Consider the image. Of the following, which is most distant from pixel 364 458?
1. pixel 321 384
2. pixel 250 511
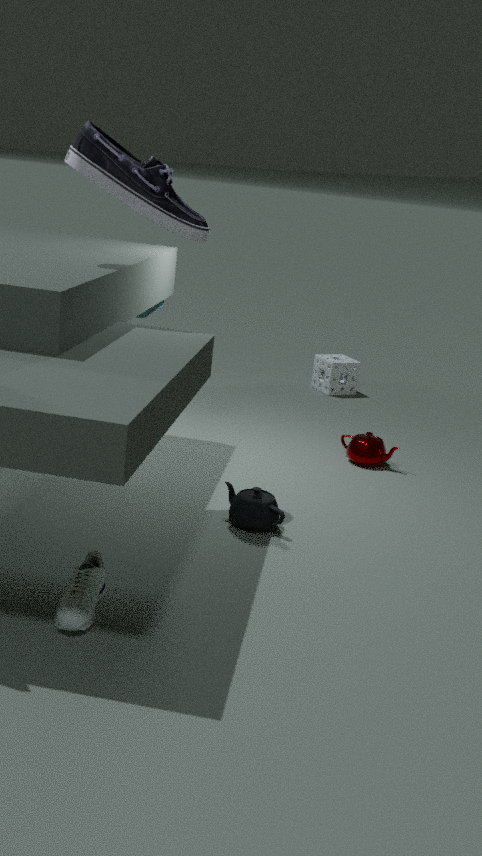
pixel 321 384
